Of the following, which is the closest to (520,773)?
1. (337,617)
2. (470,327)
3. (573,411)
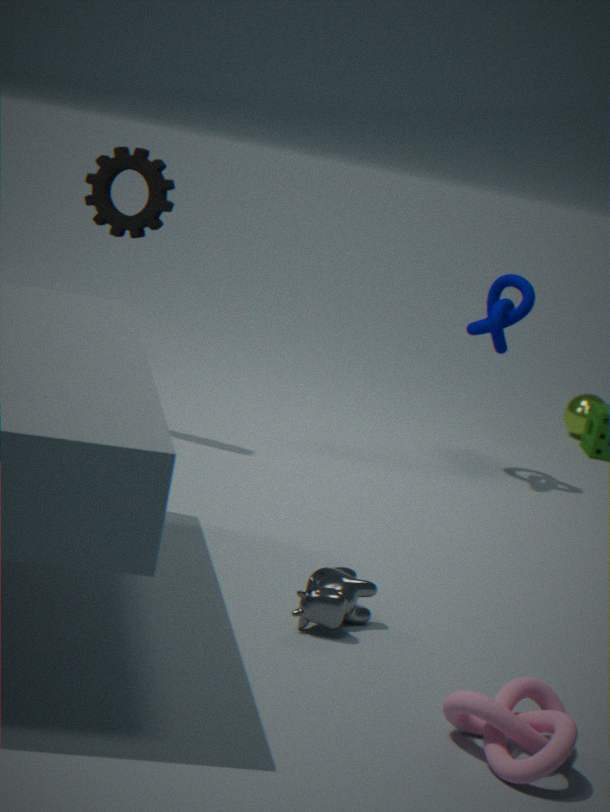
(337,617)
